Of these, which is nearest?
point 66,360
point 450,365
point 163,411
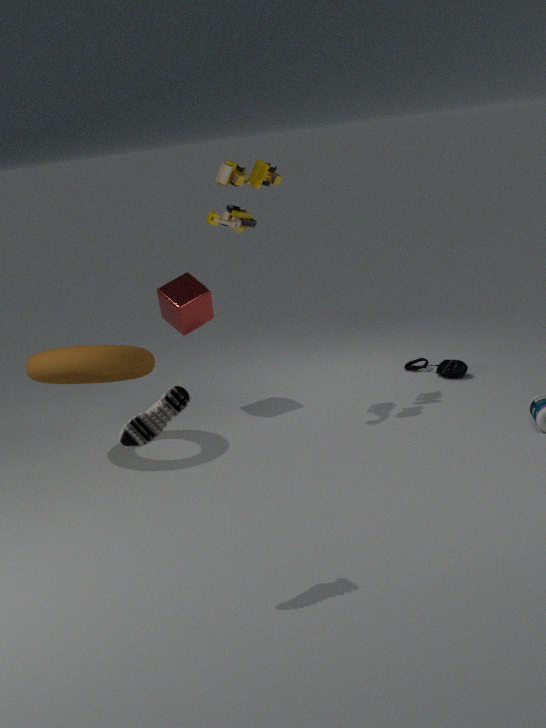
point 163,411
